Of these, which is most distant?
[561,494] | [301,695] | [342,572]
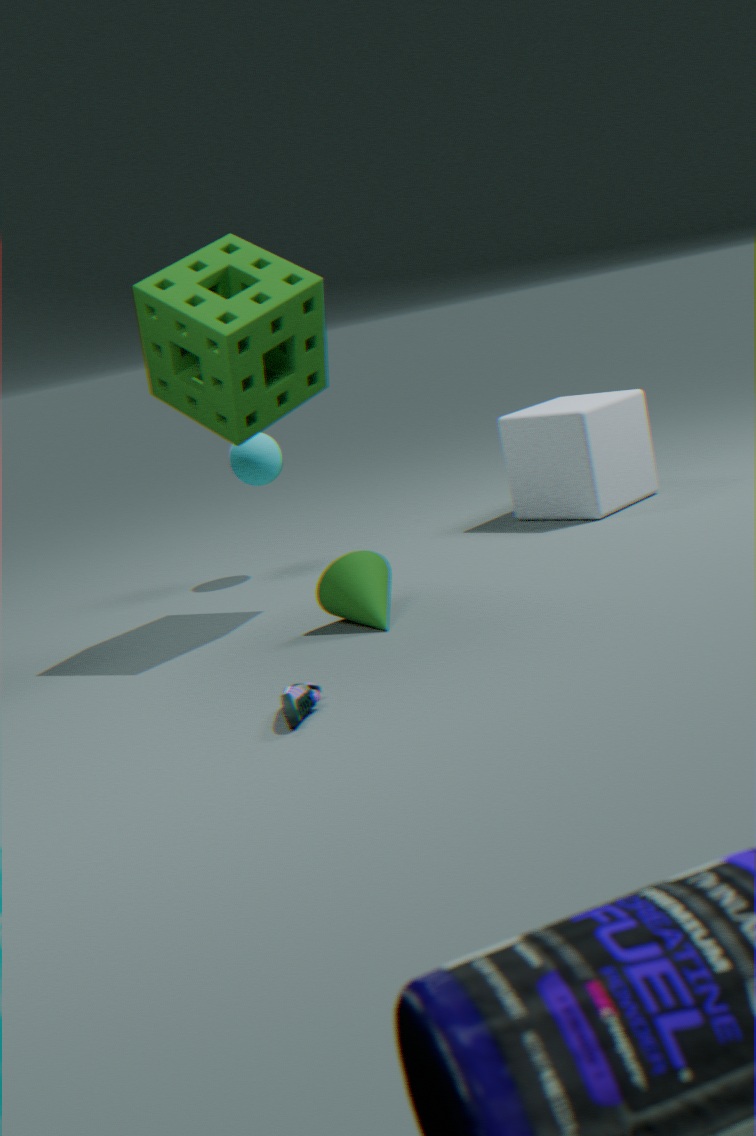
[561,494]
